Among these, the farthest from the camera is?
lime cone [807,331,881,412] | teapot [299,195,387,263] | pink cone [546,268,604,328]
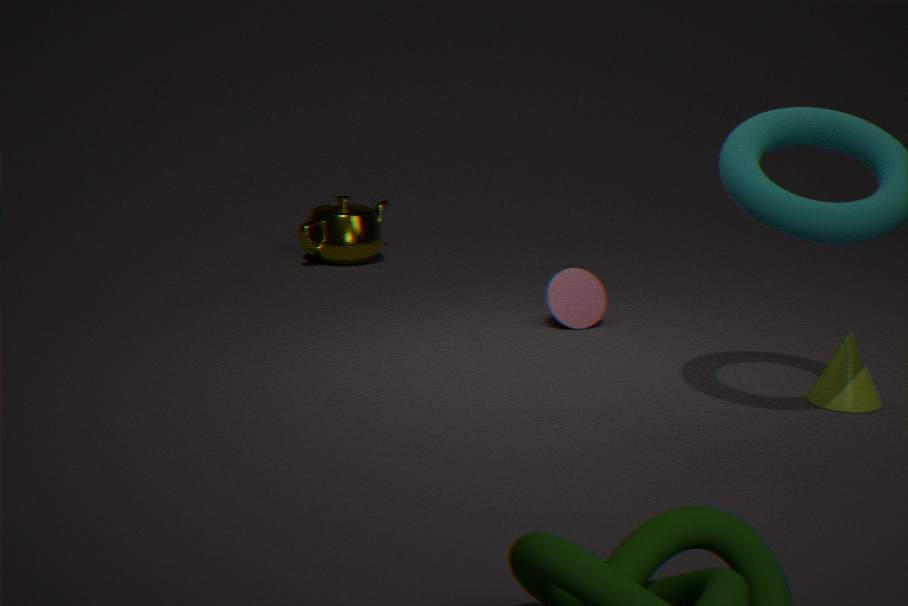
teapot [299,195,387,263]
